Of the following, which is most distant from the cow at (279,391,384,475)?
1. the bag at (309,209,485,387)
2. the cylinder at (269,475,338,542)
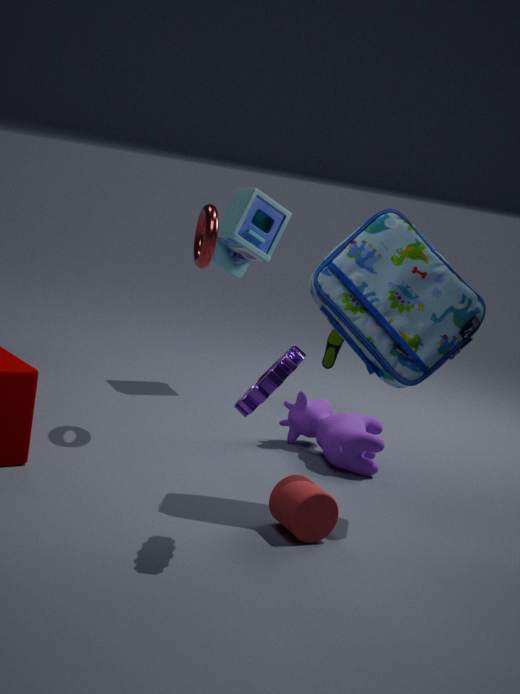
the cylinder at (269,475,338,542)
